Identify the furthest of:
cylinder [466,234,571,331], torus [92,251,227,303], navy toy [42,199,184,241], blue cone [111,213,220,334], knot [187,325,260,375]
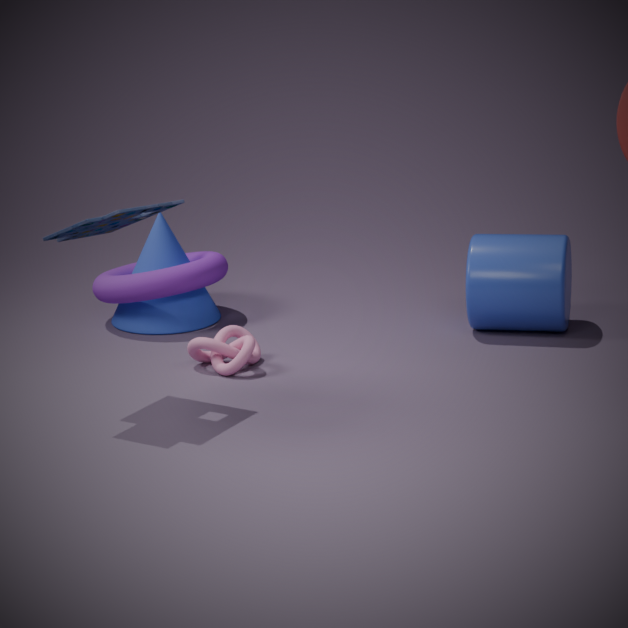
blue cone [111,213,220,334]
